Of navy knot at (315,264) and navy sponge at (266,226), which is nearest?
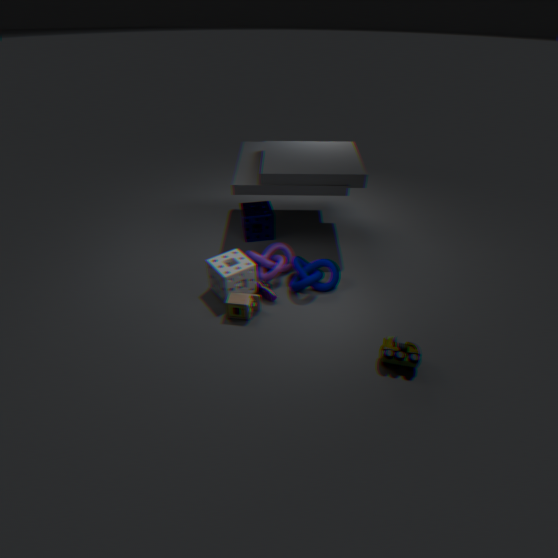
navy knot at (315,264)
